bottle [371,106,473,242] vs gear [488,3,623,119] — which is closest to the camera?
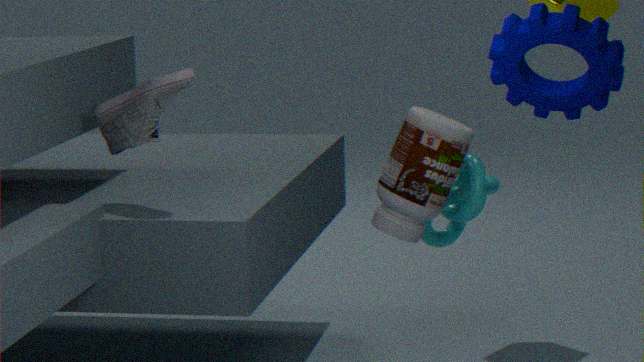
gear [488,3,623,119]
